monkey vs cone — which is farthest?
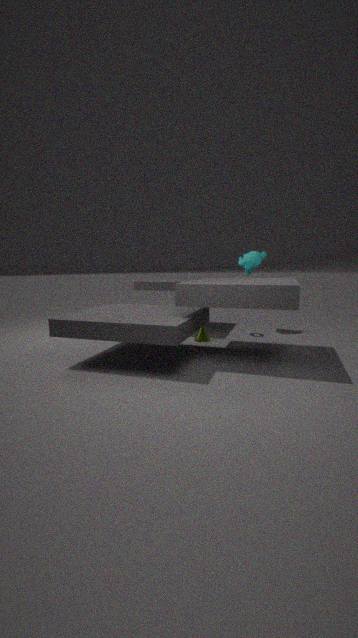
monkey
